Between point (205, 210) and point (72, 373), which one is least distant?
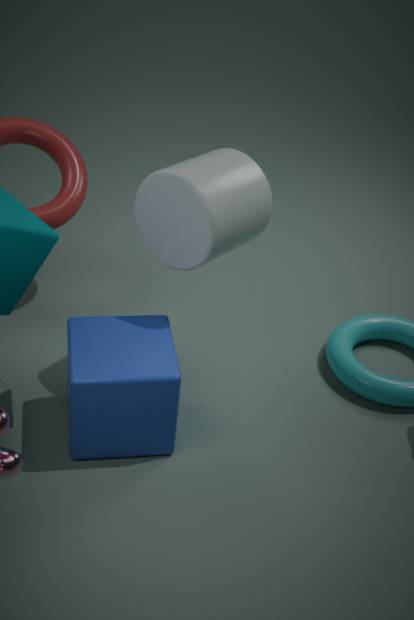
point (72, 373)
